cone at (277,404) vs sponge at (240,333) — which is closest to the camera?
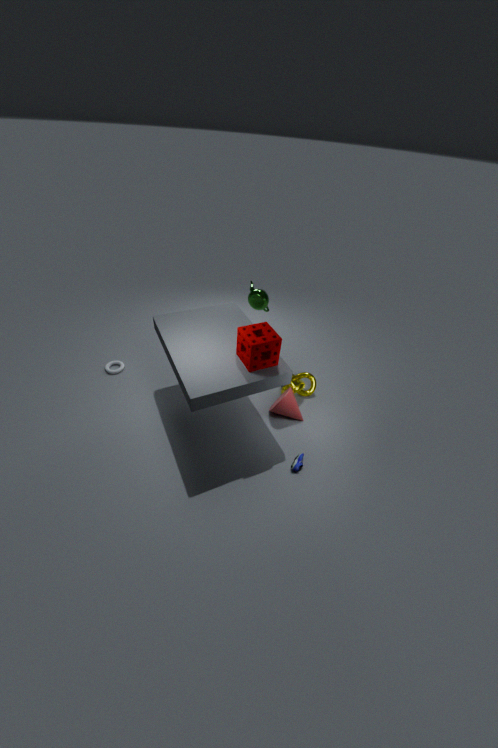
sponge at (240,333)
